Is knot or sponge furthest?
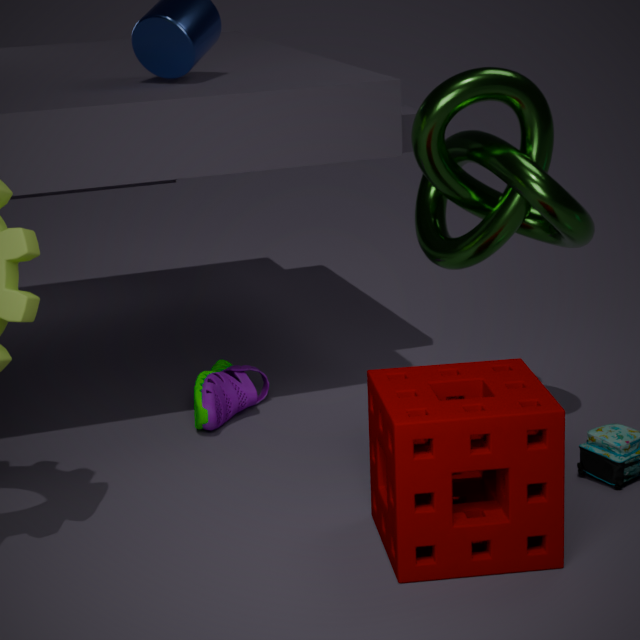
knot
